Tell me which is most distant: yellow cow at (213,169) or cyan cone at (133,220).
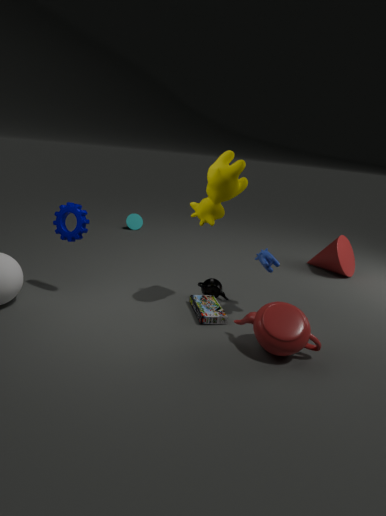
cyan cone at (133,220)
